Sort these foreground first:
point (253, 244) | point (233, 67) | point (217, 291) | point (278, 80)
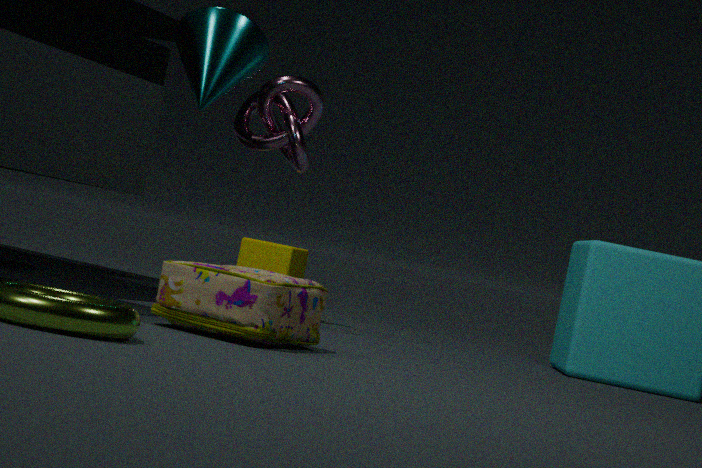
point (217, 291) → point (233, 67) → point (278, 80) → point (253, 244)
